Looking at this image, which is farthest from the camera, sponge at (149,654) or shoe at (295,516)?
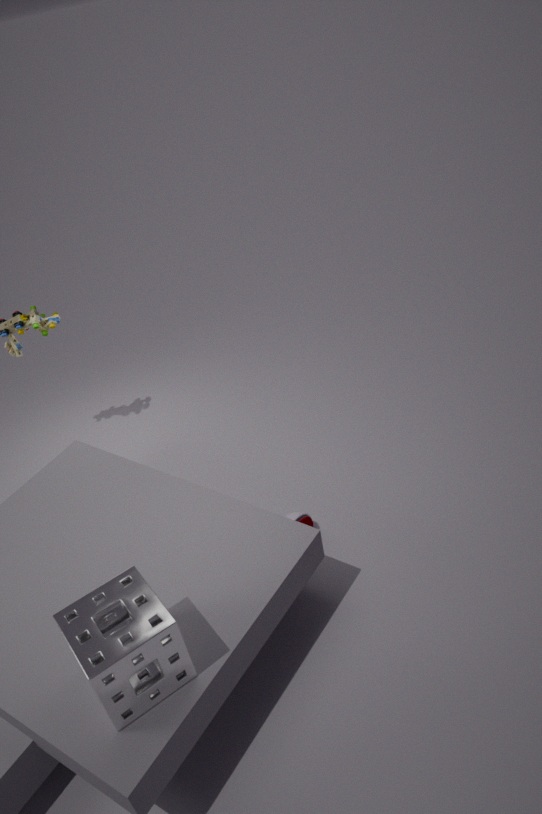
shoe at (295,516)
